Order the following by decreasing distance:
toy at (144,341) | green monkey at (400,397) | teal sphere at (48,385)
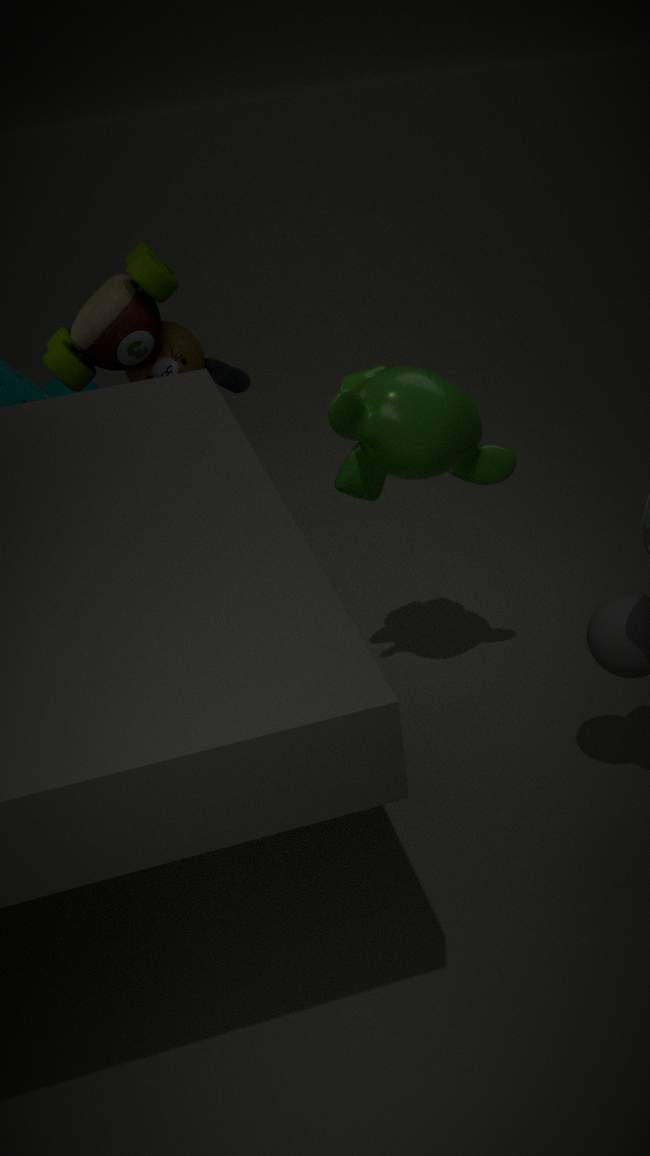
teal sphere at (48,385) < toy at (144,341) < green monkey at (400,397)
